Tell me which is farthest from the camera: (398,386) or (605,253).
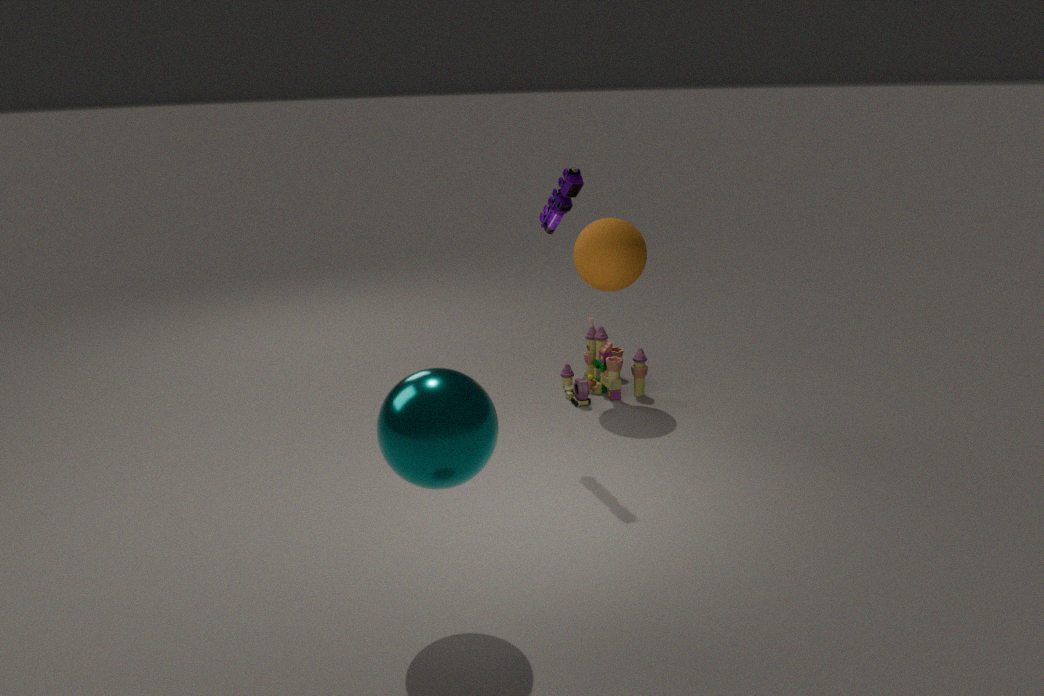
(605,253)
